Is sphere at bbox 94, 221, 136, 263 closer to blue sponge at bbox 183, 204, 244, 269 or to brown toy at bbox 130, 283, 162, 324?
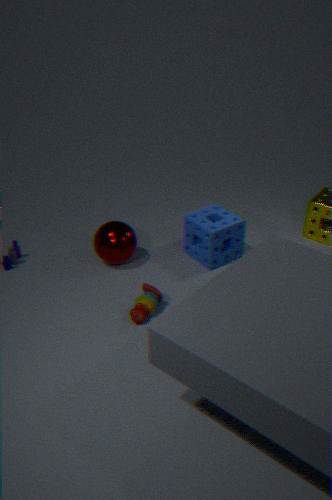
blue sponge at bbox 183, 204, 244, 269
